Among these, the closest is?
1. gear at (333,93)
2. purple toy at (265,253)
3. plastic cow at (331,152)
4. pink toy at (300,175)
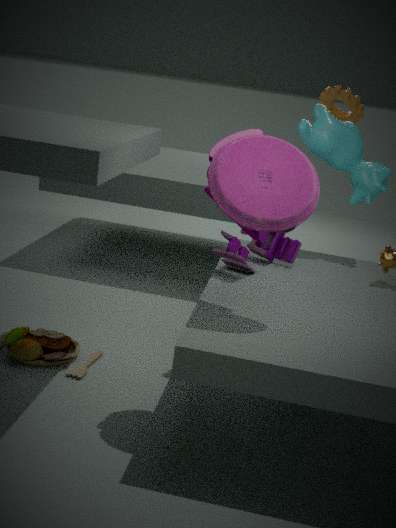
pink toy at (300,175)
